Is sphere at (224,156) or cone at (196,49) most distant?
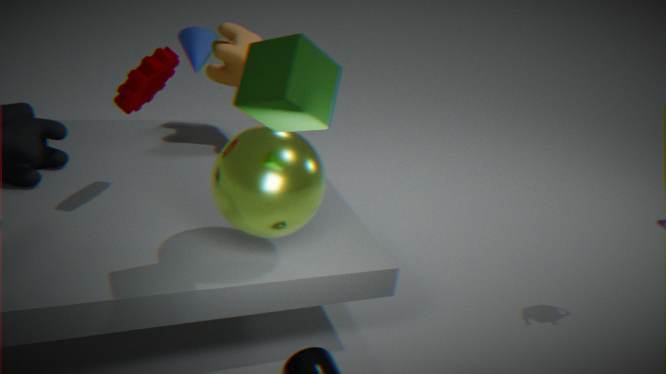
cone at (196,49)
